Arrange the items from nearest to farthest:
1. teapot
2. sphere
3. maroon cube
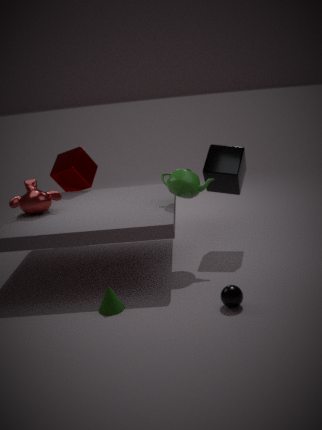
sphere < teapot < maroon cube
